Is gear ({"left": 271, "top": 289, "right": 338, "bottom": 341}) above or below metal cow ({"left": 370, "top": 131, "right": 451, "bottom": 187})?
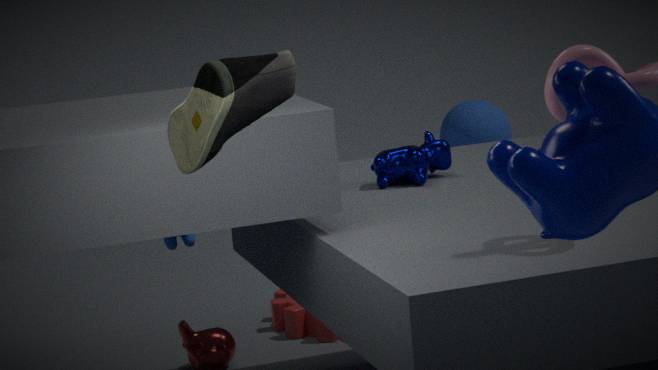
below
